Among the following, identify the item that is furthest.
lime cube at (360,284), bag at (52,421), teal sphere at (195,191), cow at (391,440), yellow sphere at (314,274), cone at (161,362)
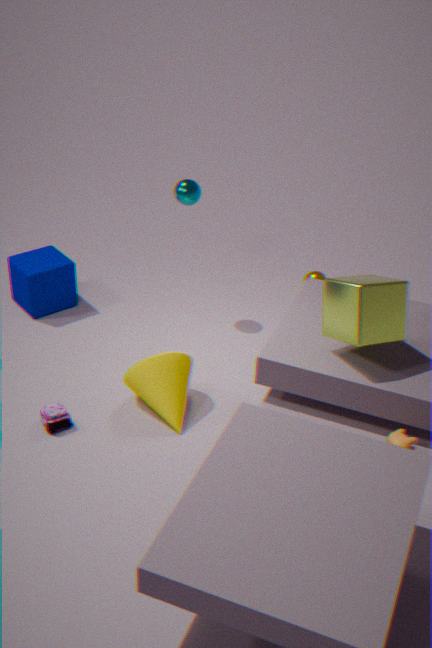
yellow sphere at (314,274)
